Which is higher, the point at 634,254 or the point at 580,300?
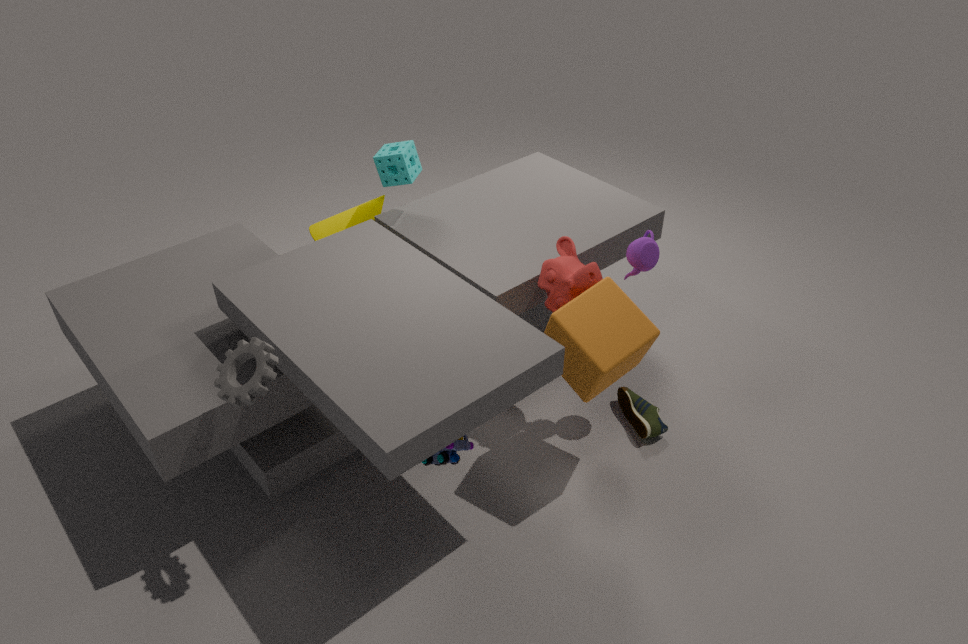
the point at 634,254
